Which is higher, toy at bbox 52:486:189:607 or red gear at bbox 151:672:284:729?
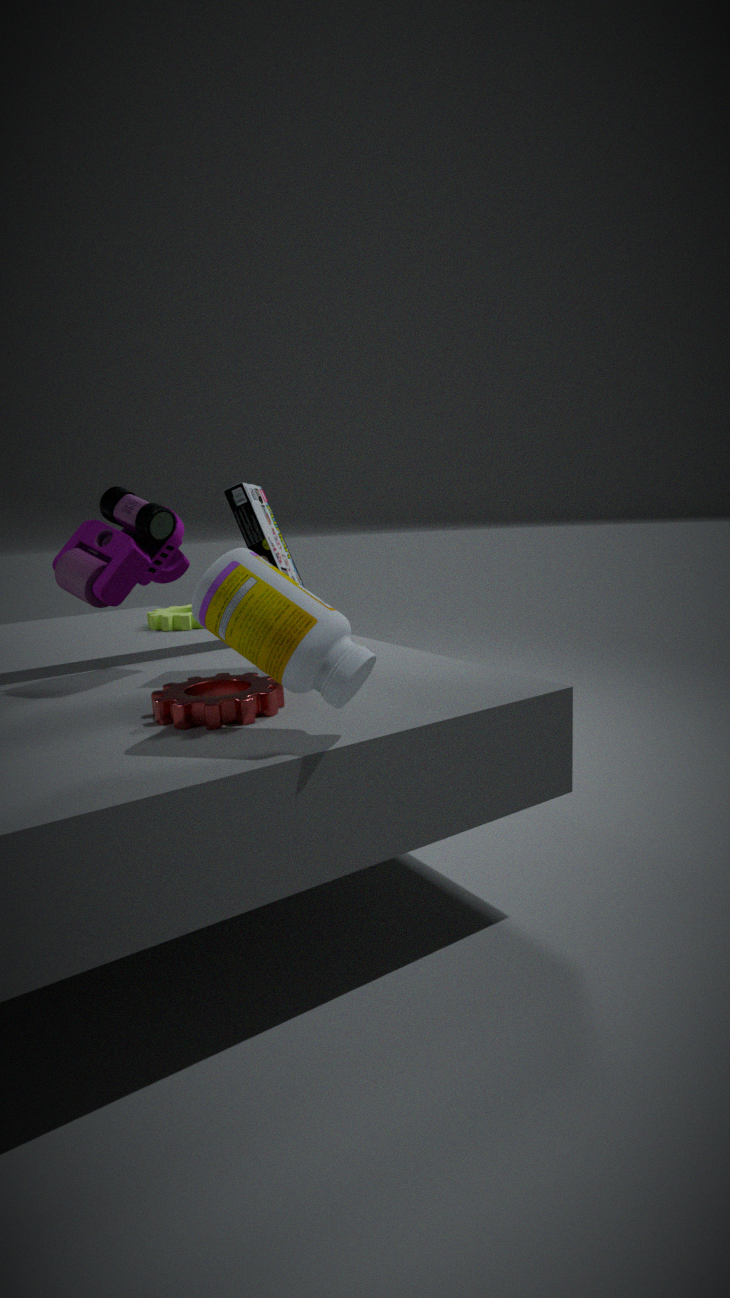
toy at bbox 52:486:189:607
